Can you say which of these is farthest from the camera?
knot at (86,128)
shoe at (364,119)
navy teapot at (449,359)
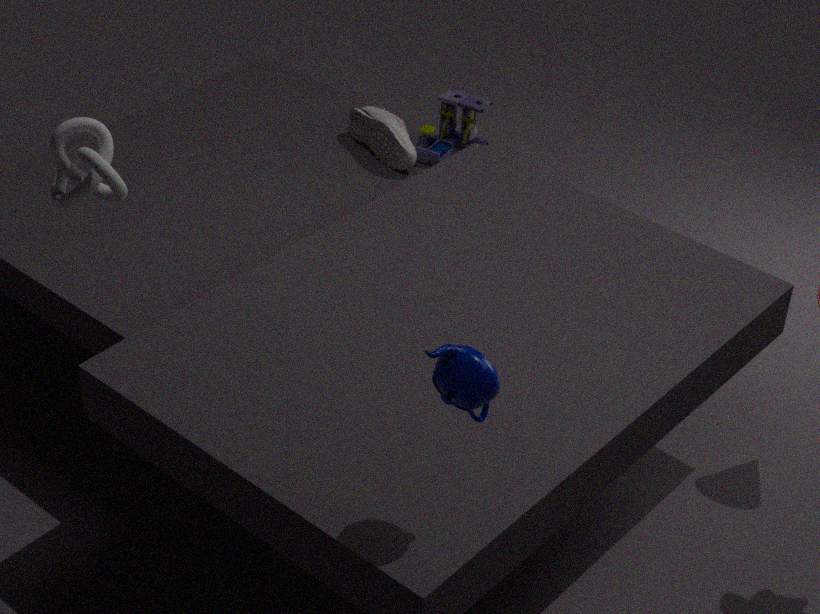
shoe at (364,119)
